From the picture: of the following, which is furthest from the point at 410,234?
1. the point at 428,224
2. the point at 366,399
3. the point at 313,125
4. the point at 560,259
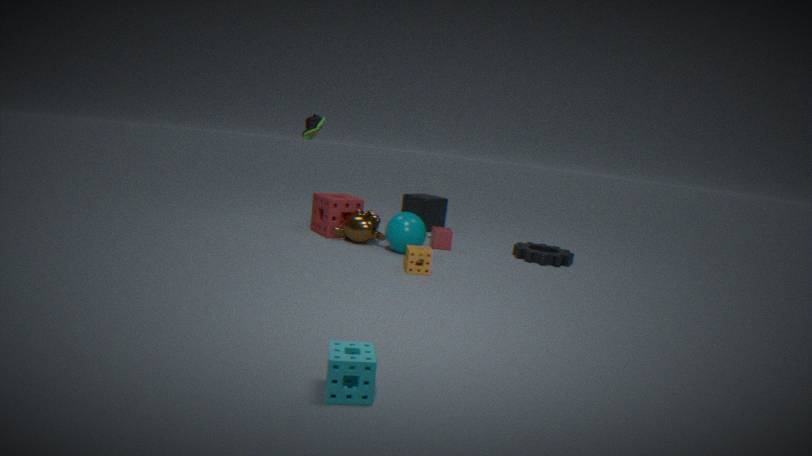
the point at 366,399
